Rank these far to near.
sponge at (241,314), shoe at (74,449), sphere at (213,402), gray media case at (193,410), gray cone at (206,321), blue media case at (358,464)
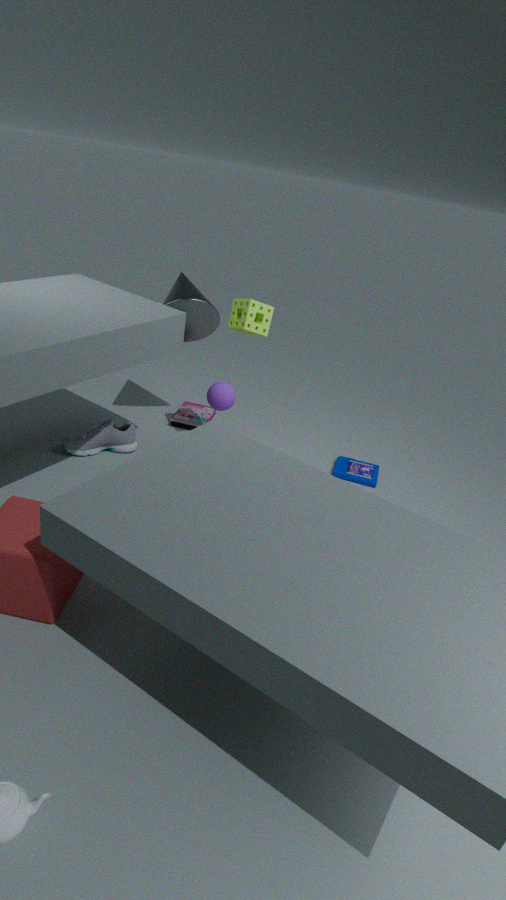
gray media case at (193,410) → blue media case at (358,464) → gray cone at (206,321) → shoe at (74,449) → sphere at (213,402) → sponge at (241,314)
